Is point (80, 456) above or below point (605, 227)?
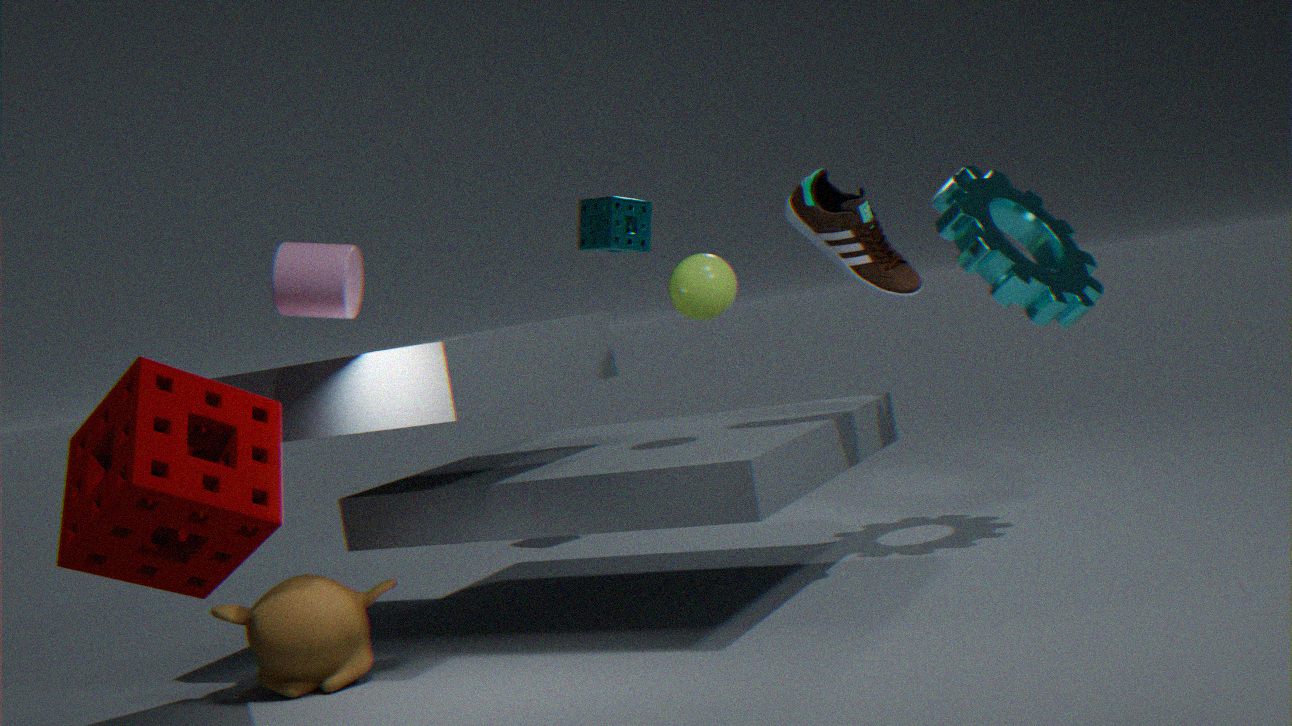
below
